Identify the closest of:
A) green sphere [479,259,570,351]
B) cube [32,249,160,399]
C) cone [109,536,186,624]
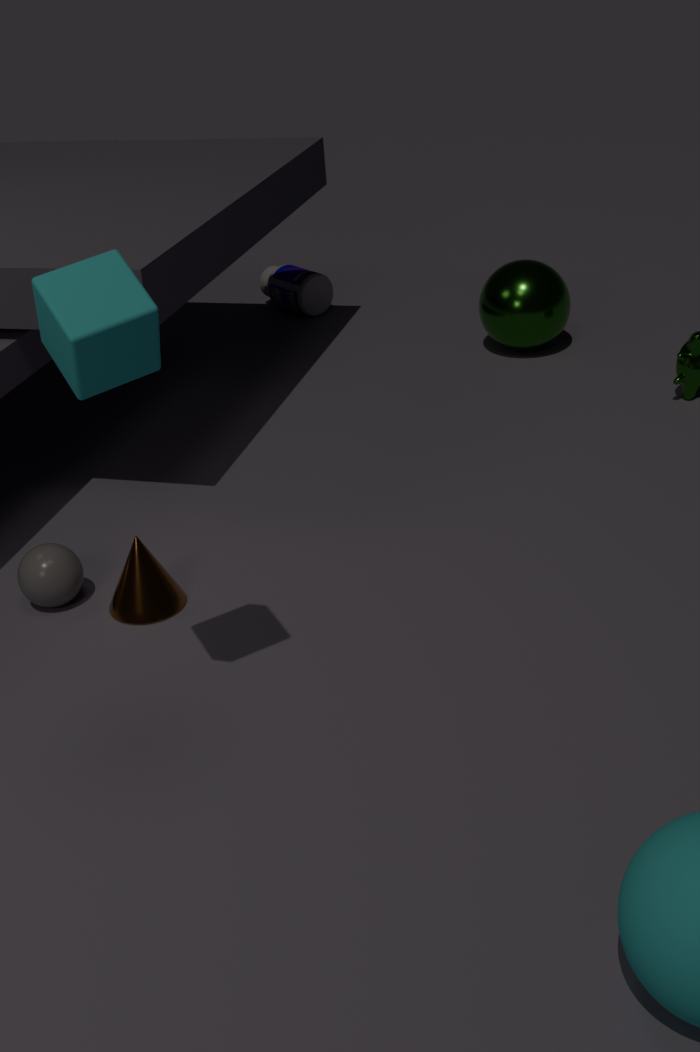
cube [32,249,160,399]
